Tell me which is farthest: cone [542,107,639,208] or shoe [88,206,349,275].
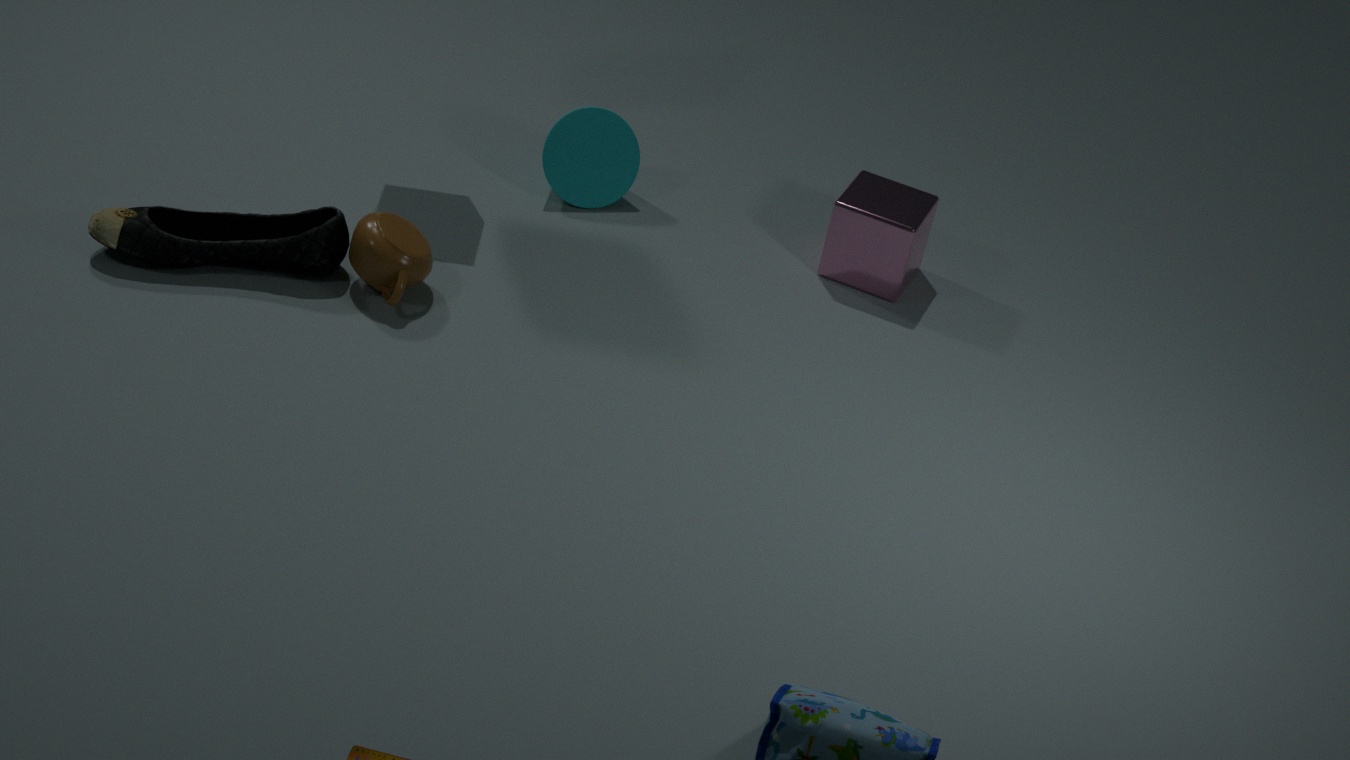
cone [542,107,639,208]
